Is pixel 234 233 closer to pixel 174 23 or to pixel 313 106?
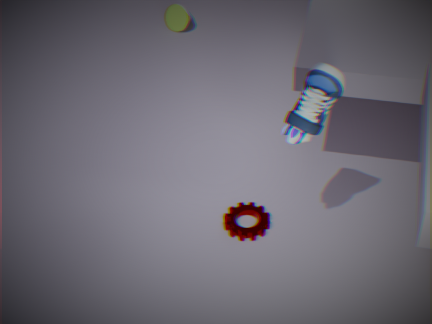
pixel 313 106
